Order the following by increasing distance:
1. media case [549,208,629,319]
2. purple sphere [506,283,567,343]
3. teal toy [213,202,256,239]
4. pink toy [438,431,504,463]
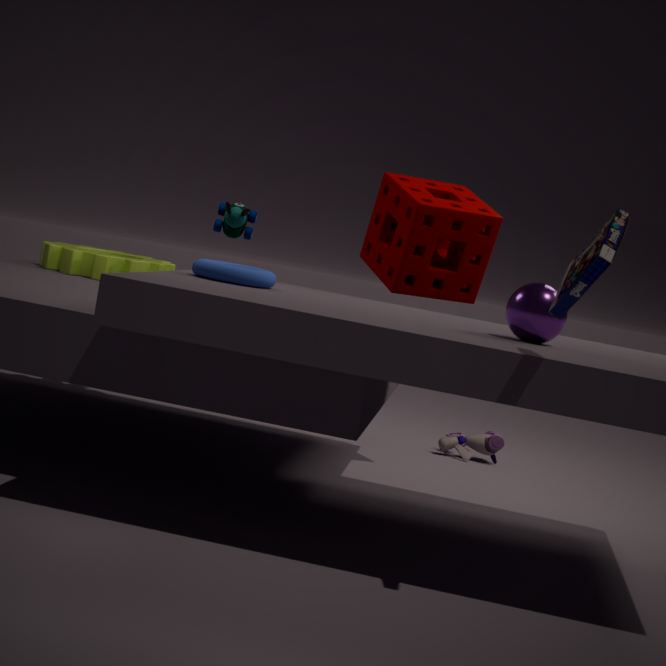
media case [549,208,629,319] → purple sphere [506,283,567,343] → teal toy [213,202,256,239] → pink toy [438,431,504,463]
